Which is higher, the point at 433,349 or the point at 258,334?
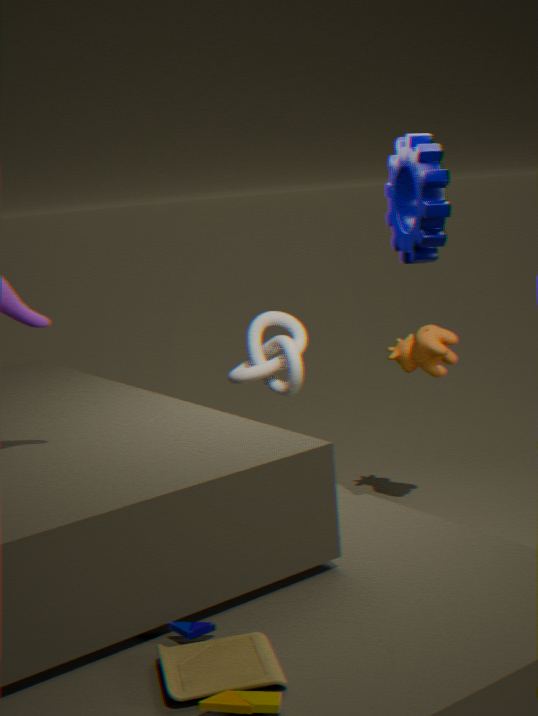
the point at 258,334
